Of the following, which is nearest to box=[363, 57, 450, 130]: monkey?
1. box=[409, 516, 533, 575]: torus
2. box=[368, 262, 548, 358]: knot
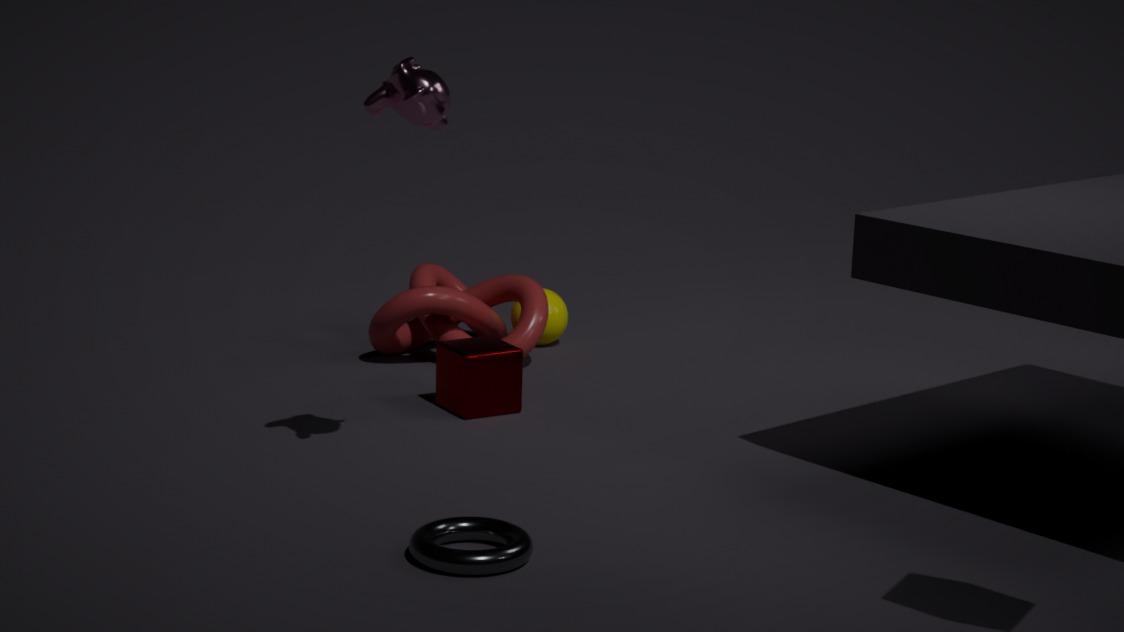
box=[409, 516, 533, 575]: torus
